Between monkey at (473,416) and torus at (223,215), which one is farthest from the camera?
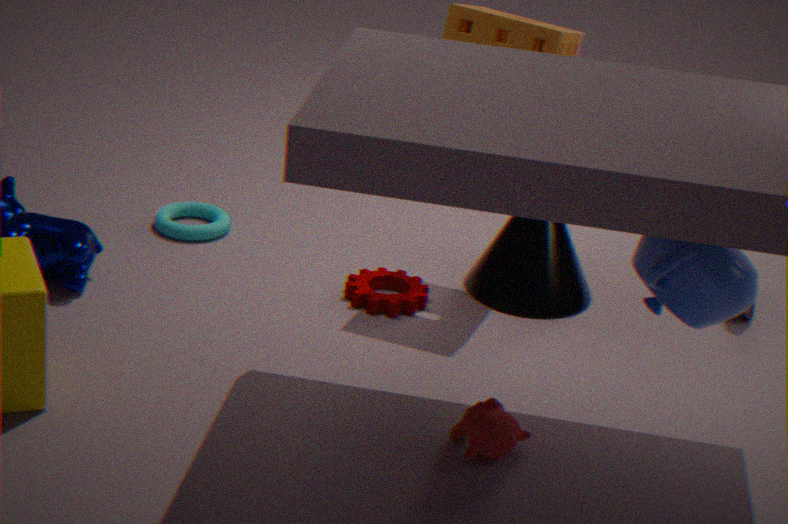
torus at (223,215)
